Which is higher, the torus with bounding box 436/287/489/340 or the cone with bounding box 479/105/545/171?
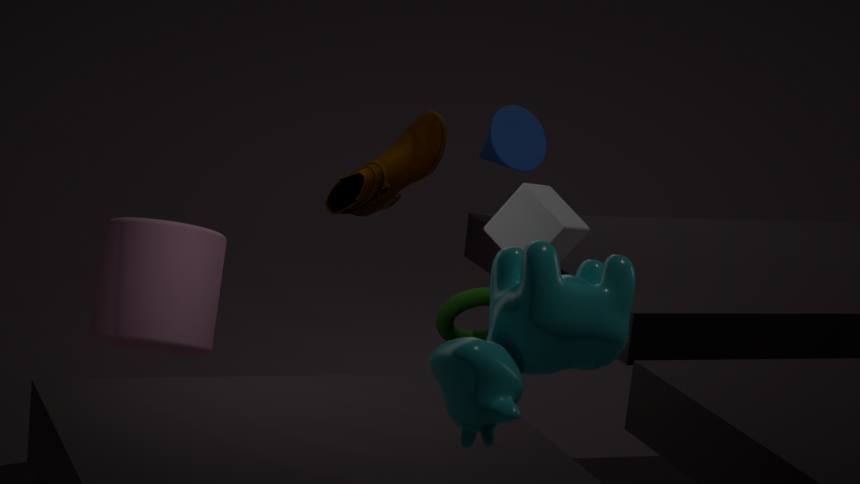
the cone with bounding box 479/105/545/171
